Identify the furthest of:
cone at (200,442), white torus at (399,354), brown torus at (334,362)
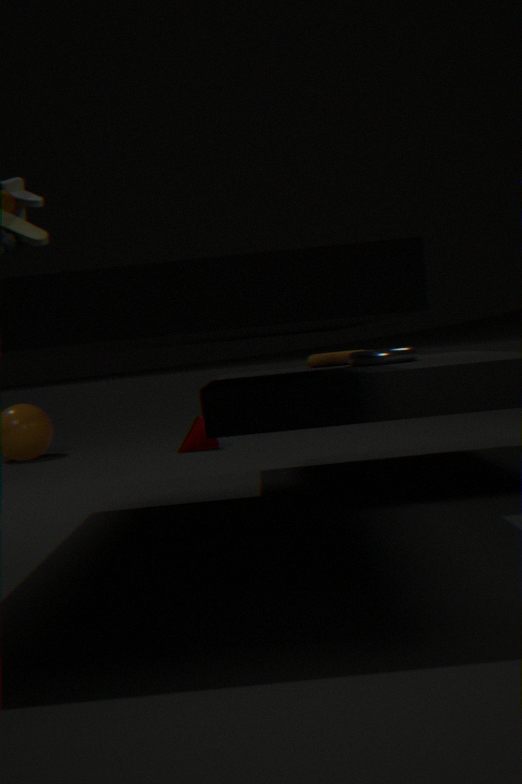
cone at (200,442)
